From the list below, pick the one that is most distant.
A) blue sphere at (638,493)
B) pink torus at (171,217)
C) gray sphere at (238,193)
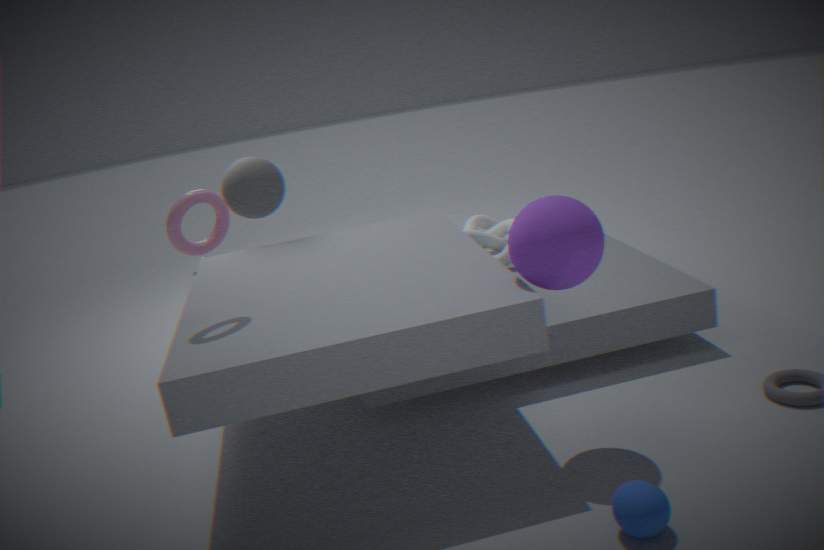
gray sphere at (238,193)
